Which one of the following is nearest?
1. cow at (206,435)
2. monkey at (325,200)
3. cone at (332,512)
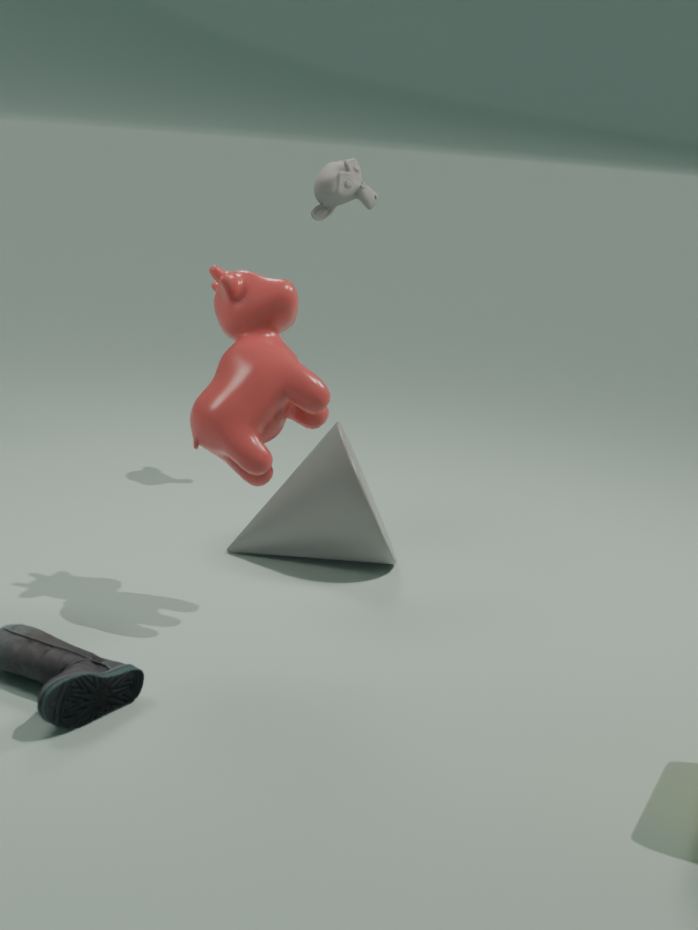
cow at (206,435)
